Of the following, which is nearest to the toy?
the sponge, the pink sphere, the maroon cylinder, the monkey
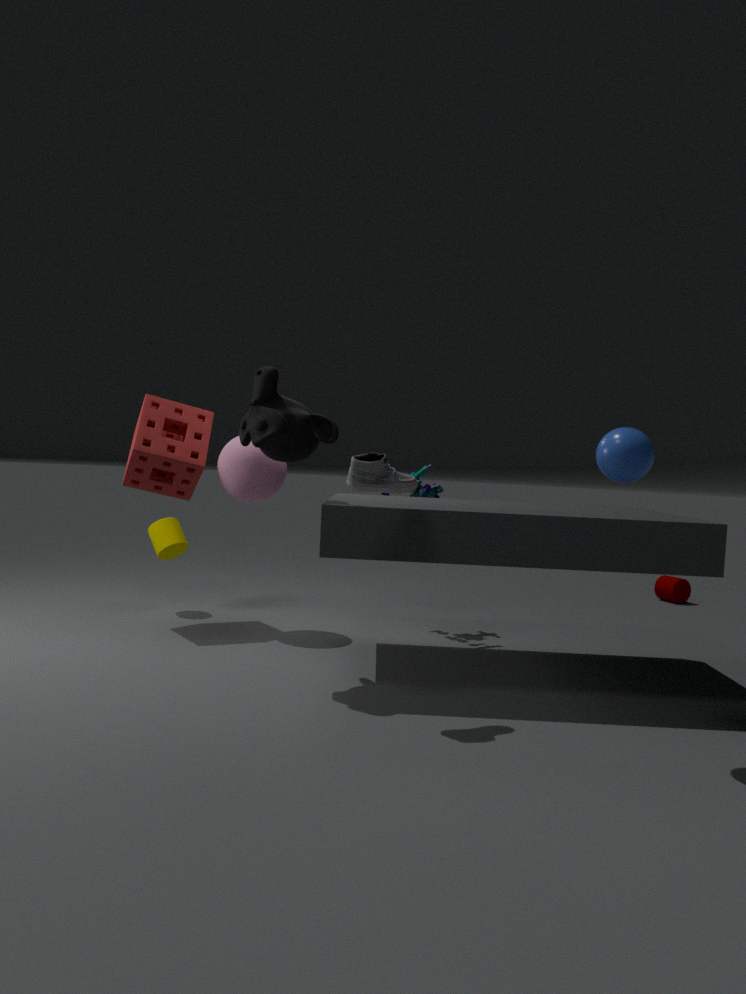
the pink sphere
